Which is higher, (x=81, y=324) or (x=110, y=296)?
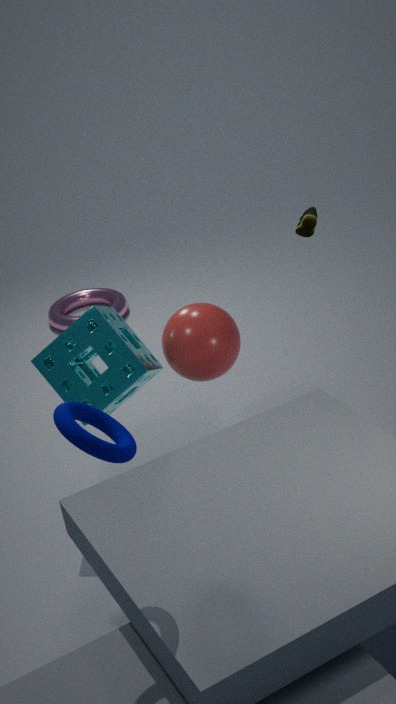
(x=81, y=324)
